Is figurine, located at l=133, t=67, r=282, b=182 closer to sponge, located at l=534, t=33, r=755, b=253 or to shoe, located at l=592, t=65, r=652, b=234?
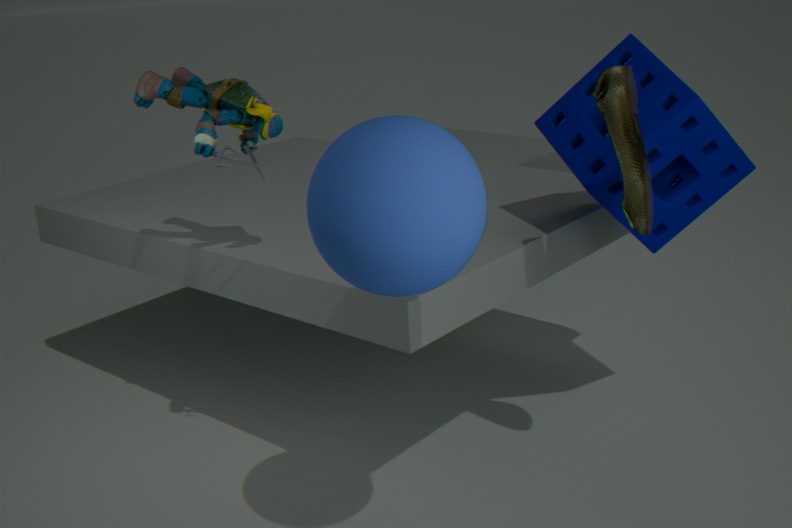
sponge, located at l=534, t=33, r=755, b=253
